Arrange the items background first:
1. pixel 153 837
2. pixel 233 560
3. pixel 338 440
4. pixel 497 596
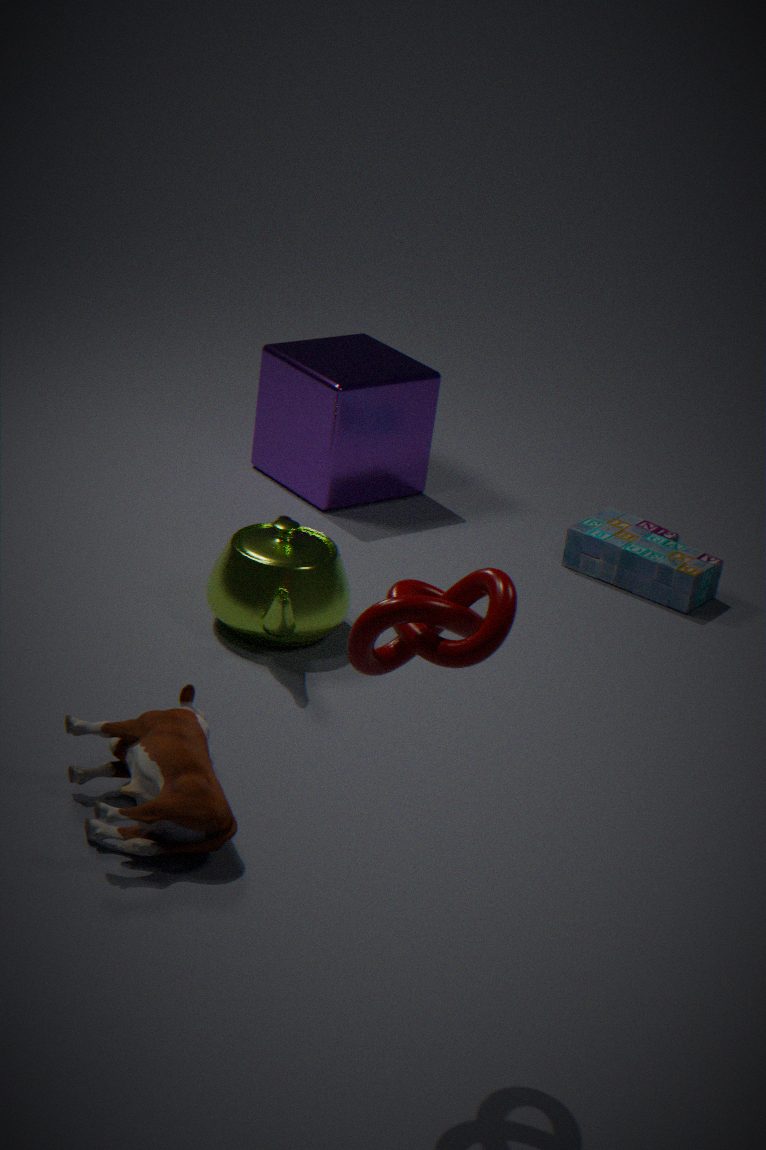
pixel 338 440 → pixel 233 560 → pixel 153 837 → pixel 497 596
